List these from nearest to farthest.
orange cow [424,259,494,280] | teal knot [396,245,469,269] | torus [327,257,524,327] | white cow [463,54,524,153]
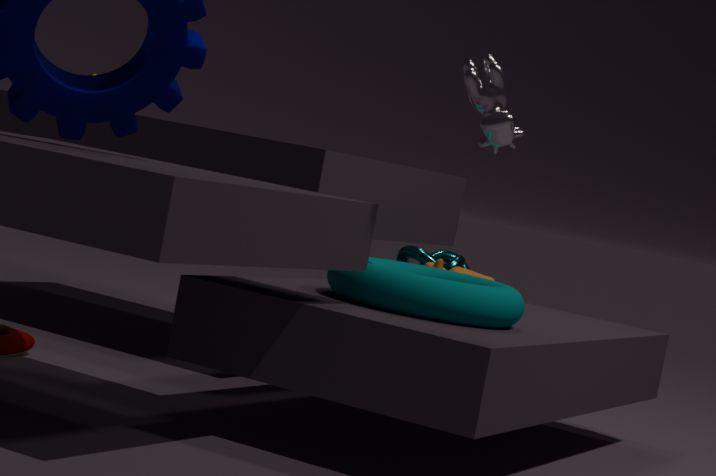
white cow [463,54,524,153] < torus [327,257,524,327] < orange cow [424,259,494,280] < teal knot [396,245,469,269]
